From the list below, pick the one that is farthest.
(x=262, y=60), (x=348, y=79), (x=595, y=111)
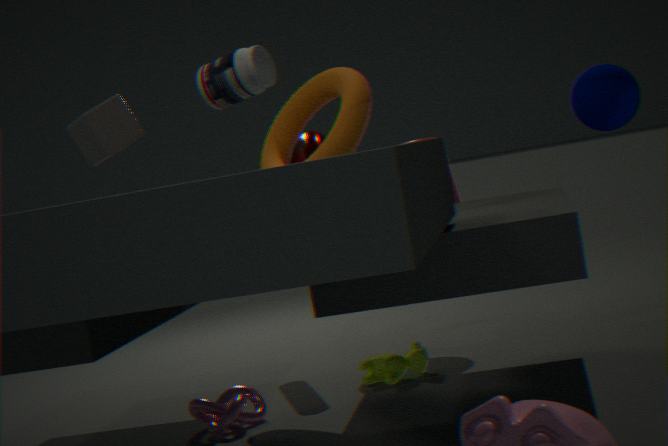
(x=348, y=79)
